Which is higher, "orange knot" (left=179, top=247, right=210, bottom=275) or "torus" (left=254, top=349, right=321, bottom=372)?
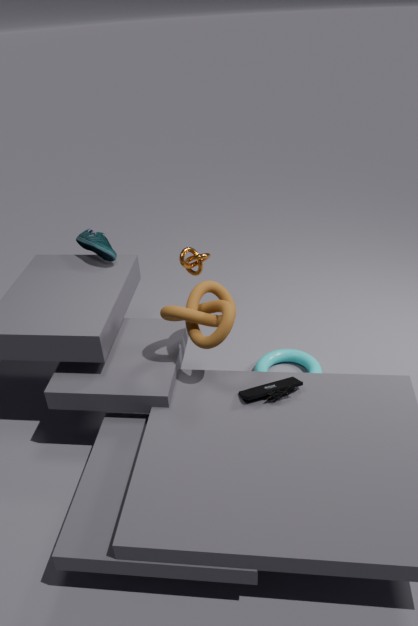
"orange knot" (left=179, top=247, right=210, bottom=275)
